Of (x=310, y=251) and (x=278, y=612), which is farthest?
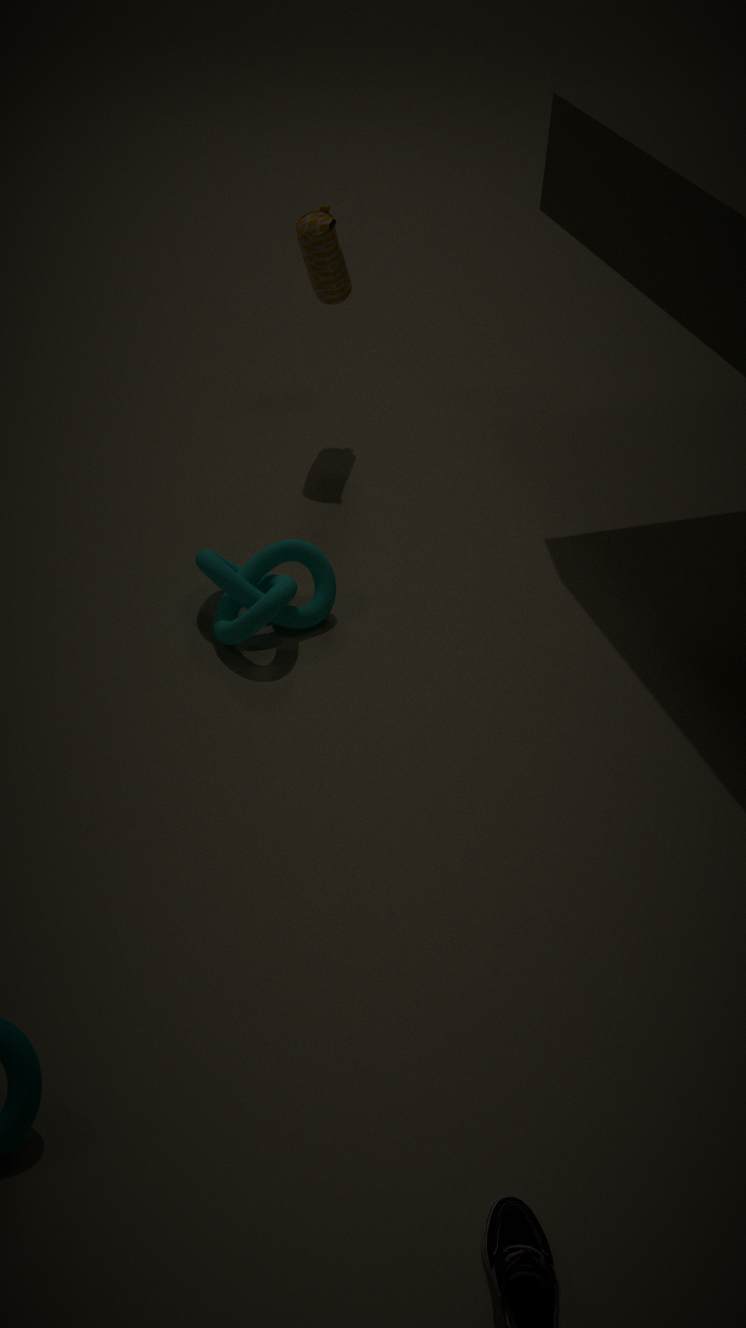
(x=310, y=251)
